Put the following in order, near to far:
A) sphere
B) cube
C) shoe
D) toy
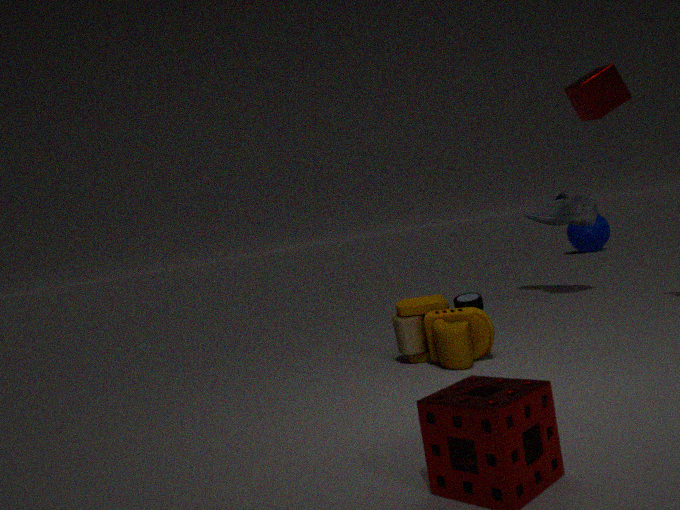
toy → cube → shoe → sphere
